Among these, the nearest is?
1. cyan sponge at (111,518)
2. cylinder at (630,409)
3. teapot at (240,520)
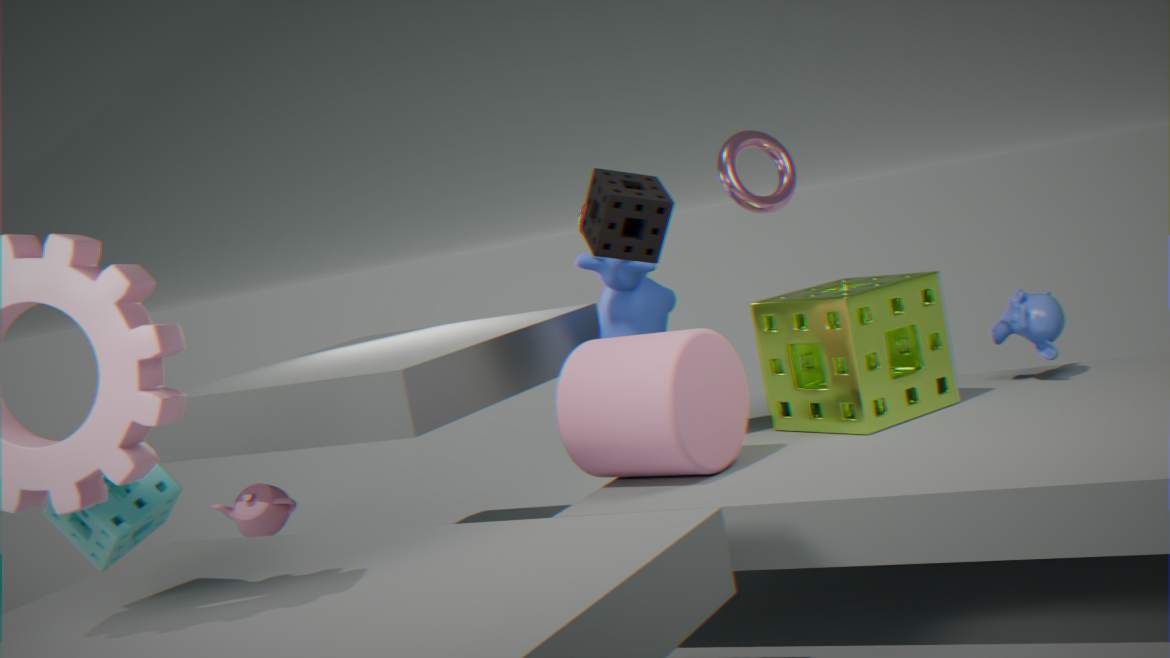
cyan sponge at (111,518)
